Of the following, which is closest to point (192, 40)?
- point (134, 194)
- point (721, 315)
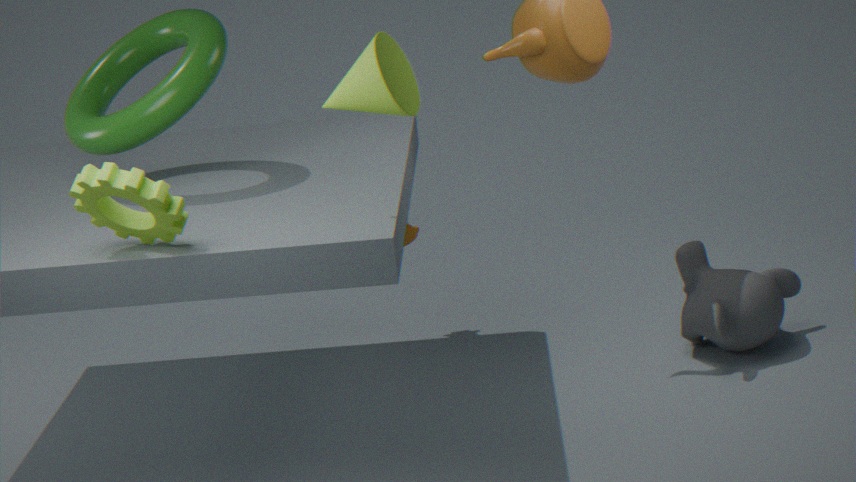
point (134, 194)
